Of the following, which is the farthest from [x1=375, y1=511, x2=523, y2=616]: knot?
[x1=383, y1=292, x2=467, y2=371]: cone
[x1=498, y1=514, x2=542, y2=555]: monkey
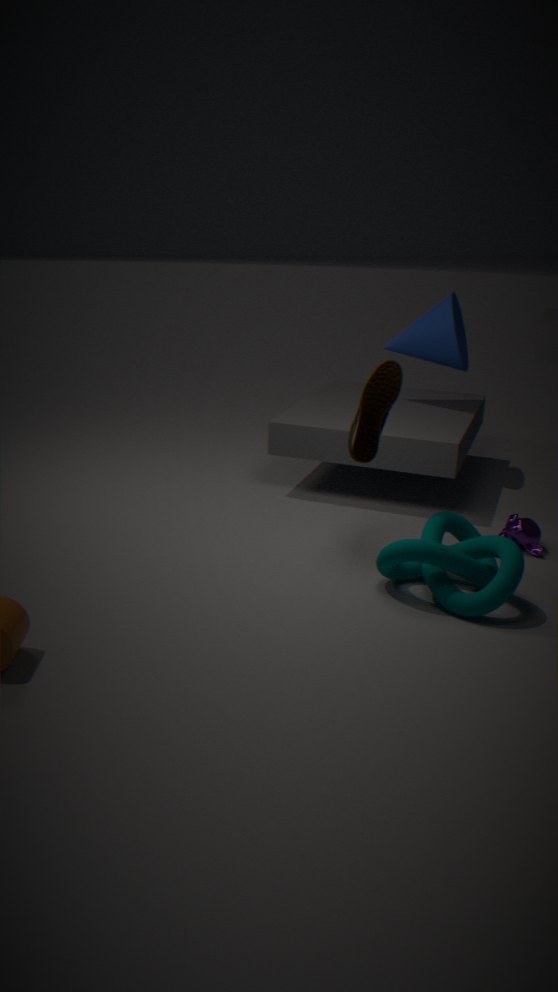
[x1=383, y1=292, x2=467, y2=371]: cone
